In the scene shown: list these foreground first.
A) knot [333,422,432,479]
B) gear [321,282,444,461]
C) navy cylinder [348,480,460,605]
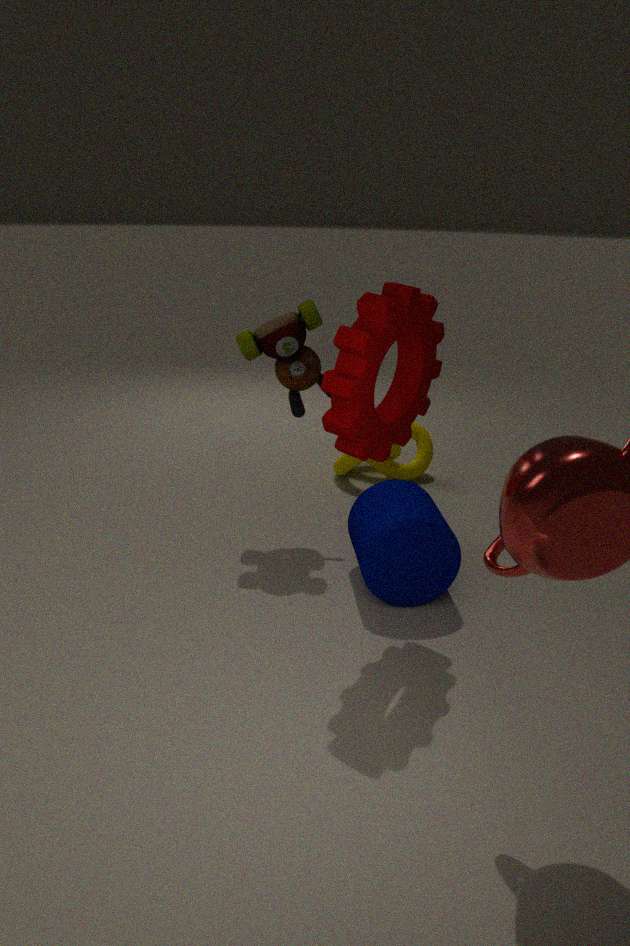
gear [321,282,444,461] < navy cylinder [348,480,460,605] < knot [333,422,432,479]
